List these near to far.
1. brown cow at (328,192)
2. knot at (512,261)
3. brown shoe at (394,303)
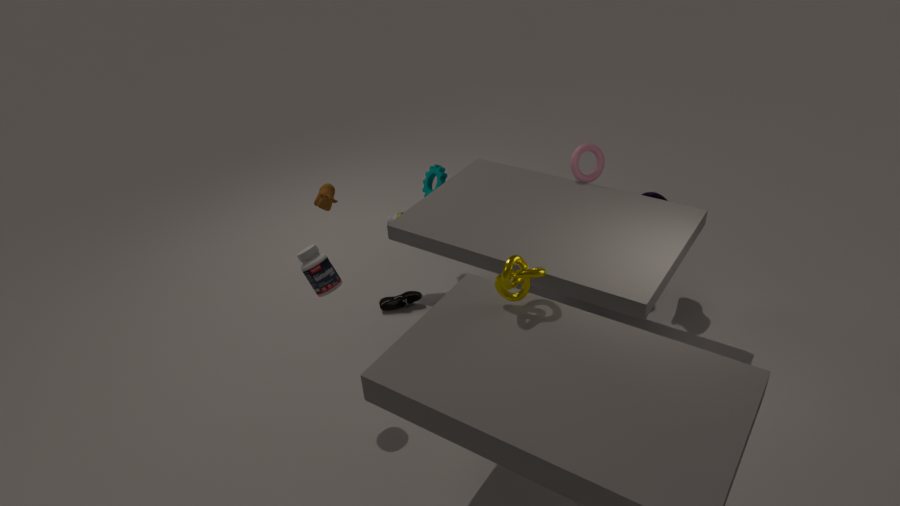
knot at (512,261) → brown cow at (328,192) → brown shoe at (394,303)
